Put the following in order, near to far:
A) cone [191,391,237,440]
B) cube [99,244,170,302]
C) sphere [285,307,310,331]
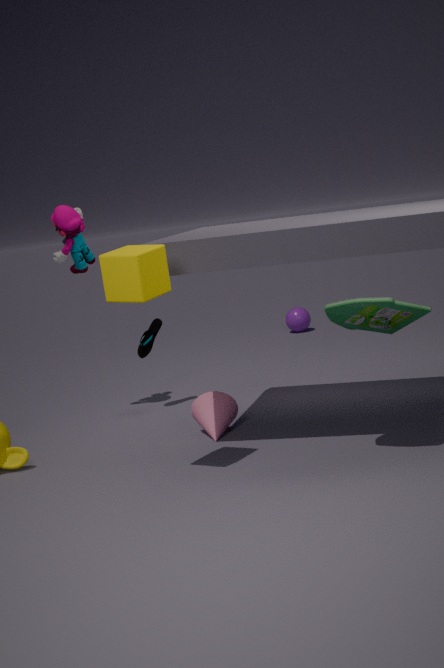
cube [99,244,170,302] → cone [191,391,237,440] → sphere [285,307,310,331]
